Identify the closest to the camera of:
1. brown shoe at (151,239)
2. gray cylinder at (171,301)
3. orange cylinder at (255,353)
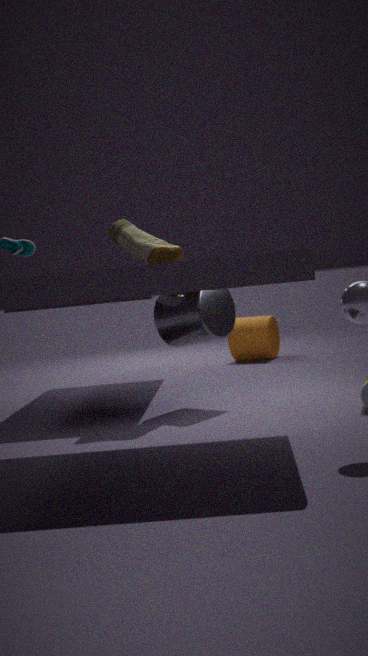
brown shoe at (151,239)
